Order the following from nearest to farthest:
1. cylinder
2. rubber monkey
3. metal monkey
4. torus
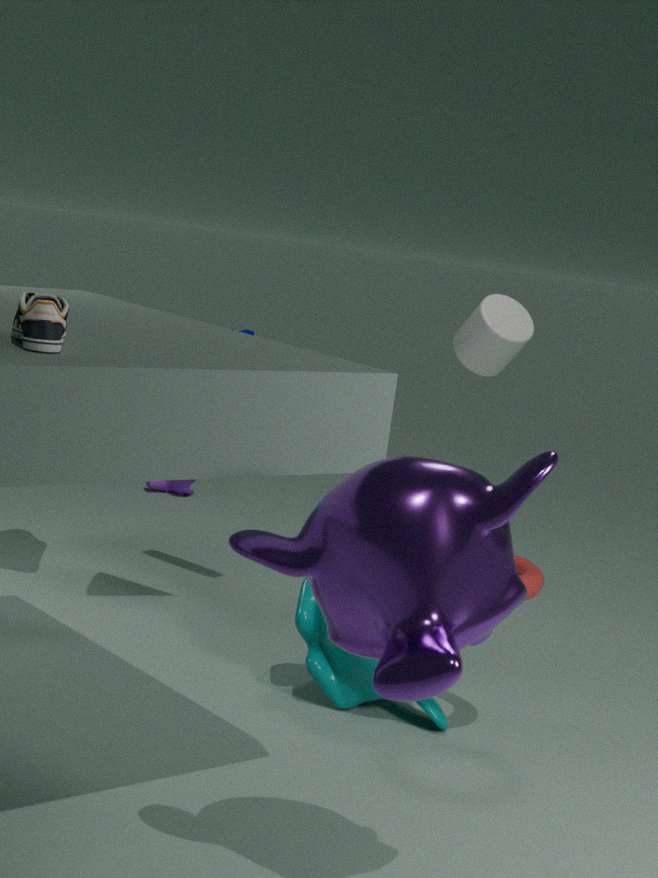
metal monkey → torus → cylinder → rubber monkey
